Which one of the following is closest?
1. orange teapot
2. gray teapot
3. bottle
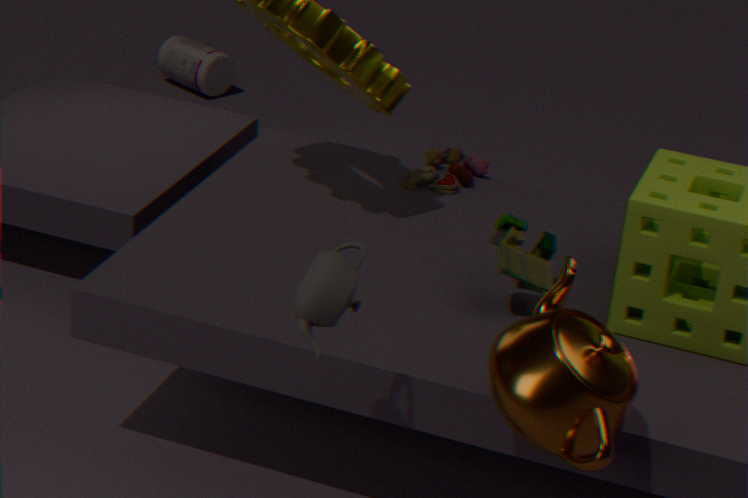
gray teapot
